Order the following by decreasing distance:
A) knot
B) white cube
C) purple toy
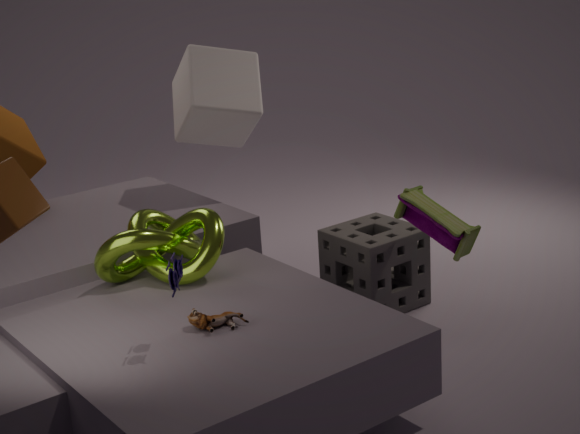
white cube → knot → purple toy
